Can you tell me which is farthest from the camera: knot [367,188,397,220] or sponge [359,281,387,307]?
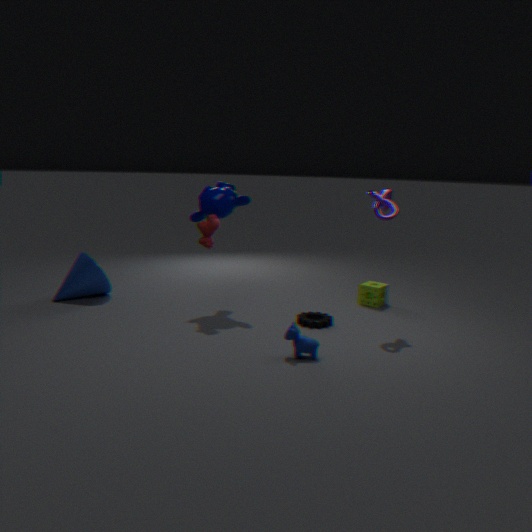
sponge [359,281,387,307]
